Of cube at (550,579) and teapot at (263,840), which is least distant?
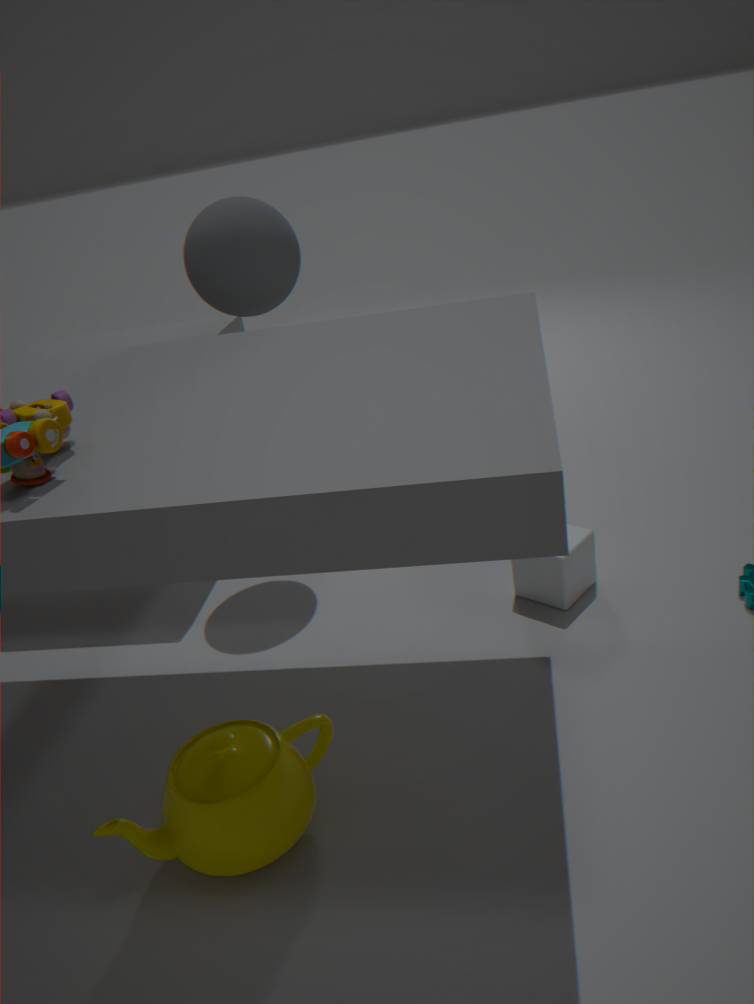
teapot at (263,840)
